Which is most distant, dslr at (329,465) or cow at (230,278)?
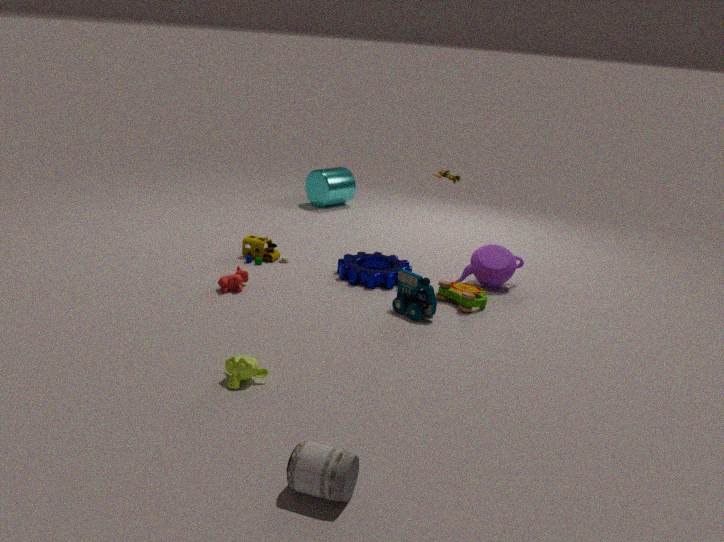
cow at (230,278)
